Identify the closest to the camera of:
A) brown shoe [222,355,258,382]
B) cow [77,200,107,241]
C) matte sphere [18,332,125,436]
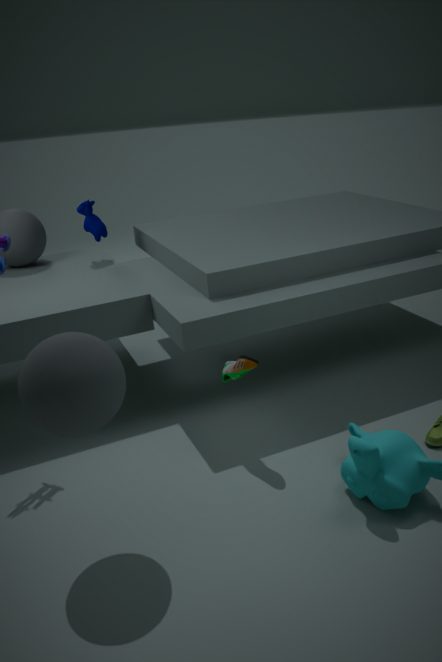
matte sphere [18,332,125,436]
